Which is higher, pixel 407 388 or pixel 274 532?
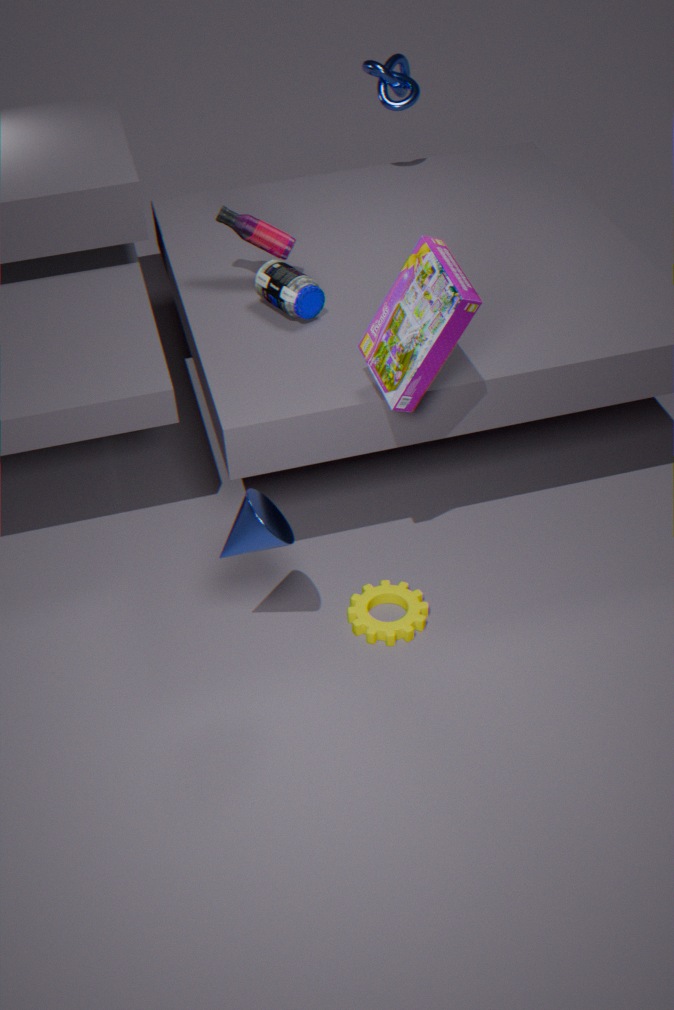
pixel 407 388
